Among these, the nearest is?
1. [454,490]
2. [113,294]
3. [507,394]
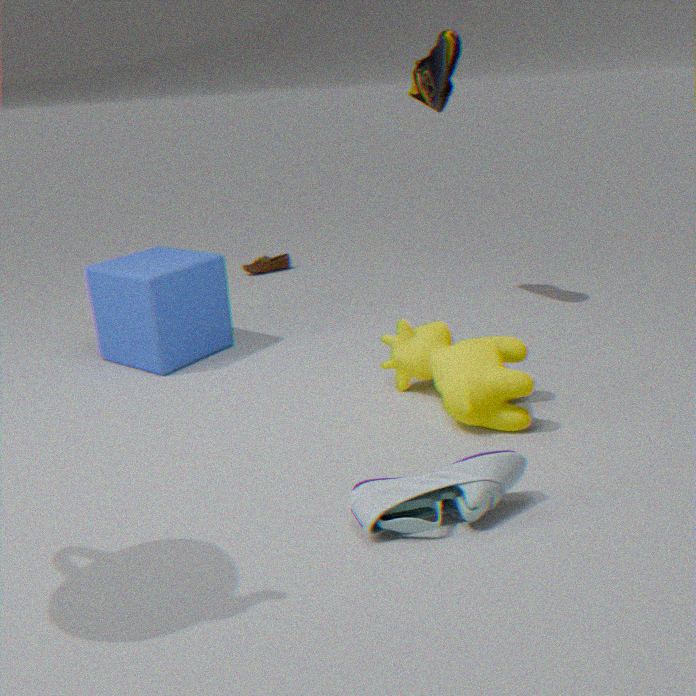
[454,490]
